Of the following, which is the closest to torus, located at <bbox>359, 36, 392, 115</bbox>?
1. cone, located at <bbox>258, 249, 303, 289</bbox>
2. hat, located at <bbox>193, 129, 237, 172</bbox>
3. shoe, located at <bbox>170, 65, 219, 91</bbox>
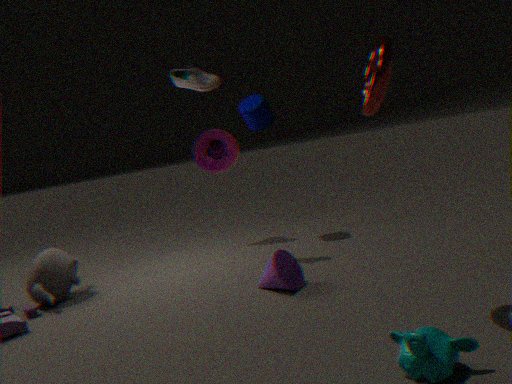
cone, located at <bbox>258, 249, 303, 289</bbox>
